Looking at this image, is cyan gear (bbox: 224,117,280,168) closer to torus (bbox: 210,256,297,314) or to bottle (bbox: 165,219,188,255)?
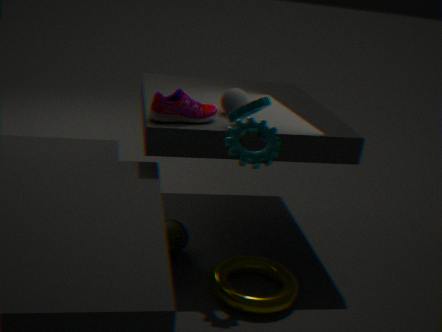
torus (bbox: 210,256,297,314)
